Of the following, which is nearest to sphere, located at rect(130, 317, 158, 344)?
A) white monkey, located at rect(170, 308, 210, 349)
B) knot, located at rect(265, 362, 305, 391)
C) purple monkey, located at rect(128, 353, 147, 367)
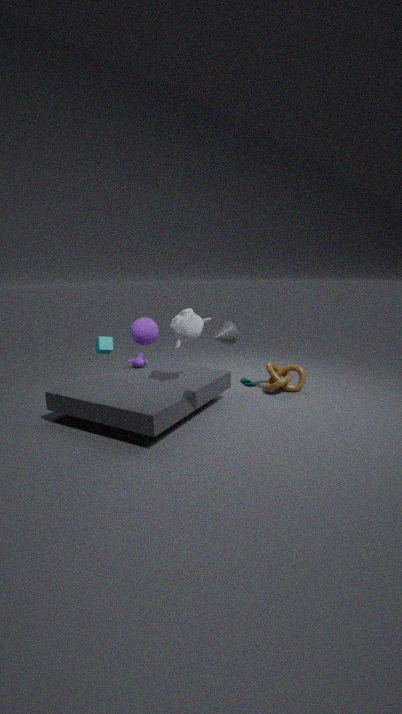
purple monkey, located at rect(128, 353, 147, 367)
